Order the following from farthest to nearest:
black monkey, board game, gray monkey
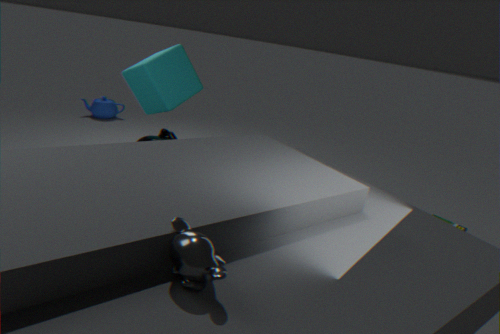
board game
black monkey
gray monkey
